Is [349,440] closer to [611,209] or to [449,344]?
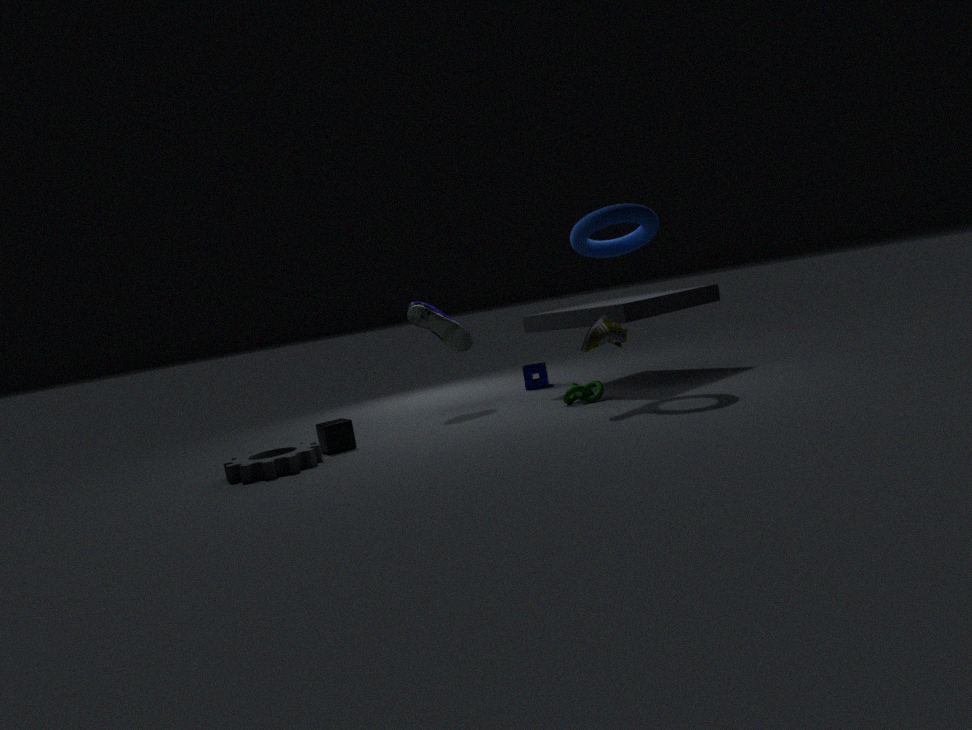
[449,344]
